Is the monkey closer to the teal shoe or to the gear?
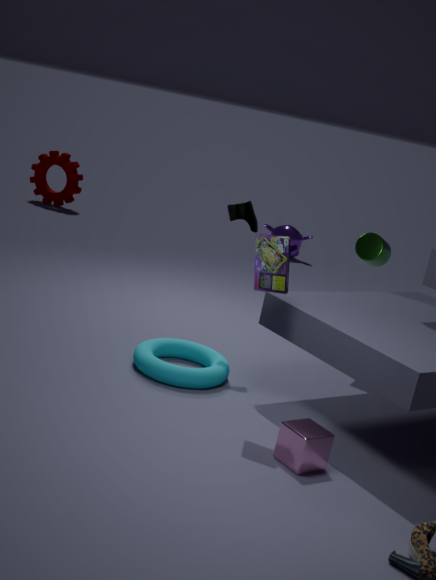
the gear
